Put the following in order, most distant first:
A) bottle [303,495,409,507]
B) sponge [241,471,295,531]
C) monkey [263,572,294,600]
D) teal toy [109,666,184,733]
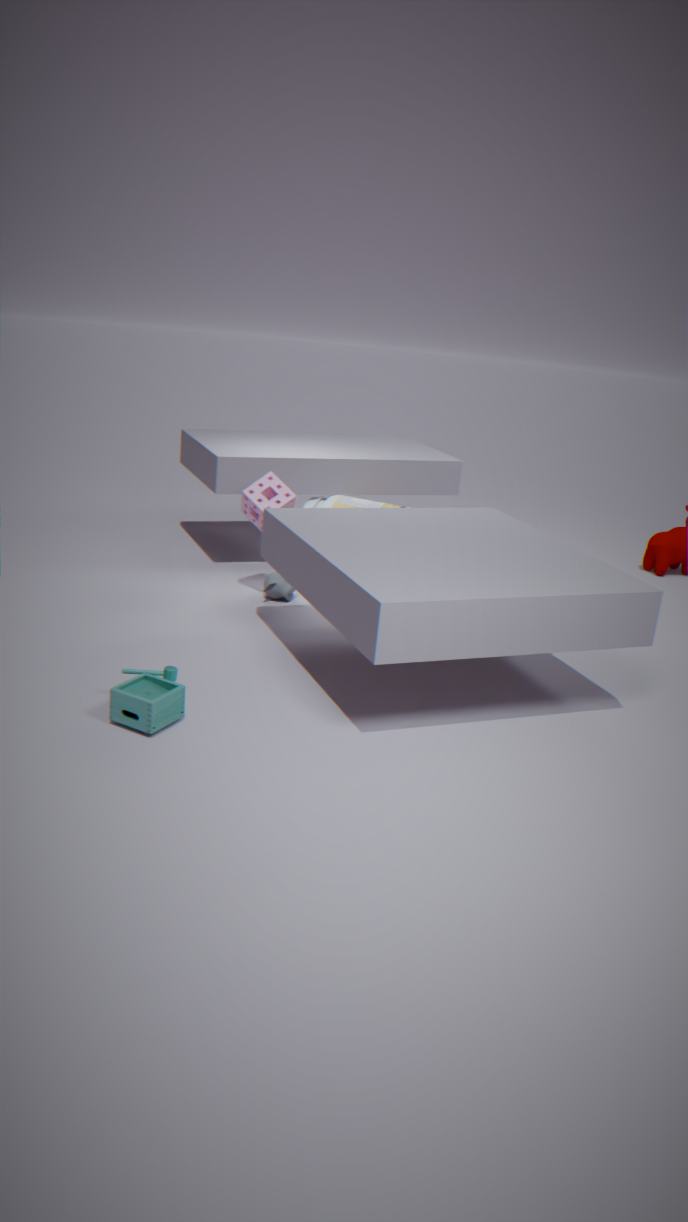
bottle [303,495,409,507]
monkey [263,572,294,600]
sponge [241,471,295,531]
teal toy [109,666,184,733]
